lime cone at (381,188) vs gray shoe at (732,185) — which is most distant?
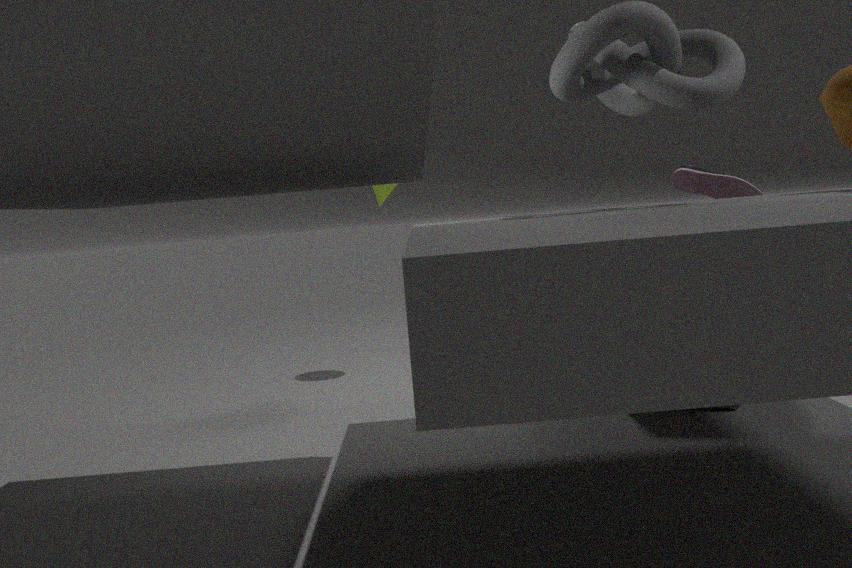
lime cone at (381,188)
